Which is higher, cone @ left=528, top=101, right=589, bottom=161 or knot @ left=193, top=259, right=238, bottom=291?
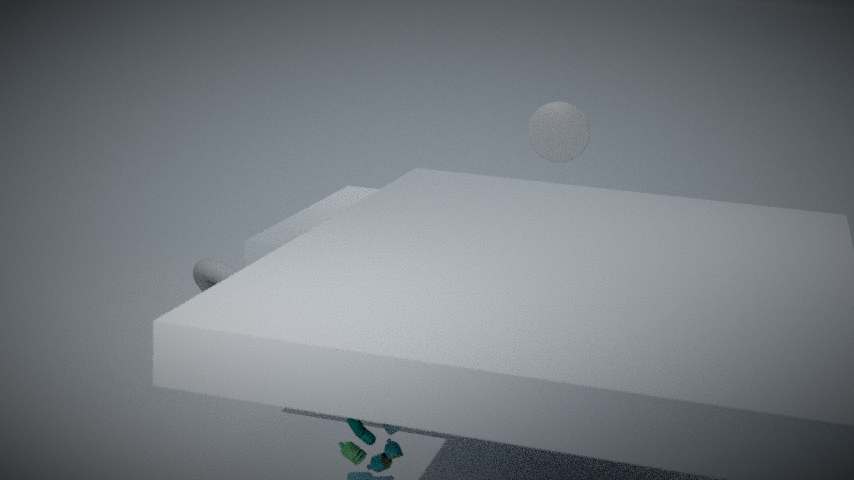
cone @ left=528, top=101, right=589, bottom=161
